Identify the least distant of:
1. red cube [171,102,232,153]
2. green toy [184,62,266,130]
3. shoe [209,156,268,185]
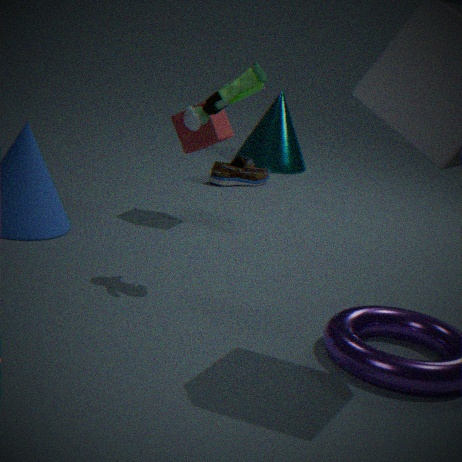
green toy [184,62,266,130]
